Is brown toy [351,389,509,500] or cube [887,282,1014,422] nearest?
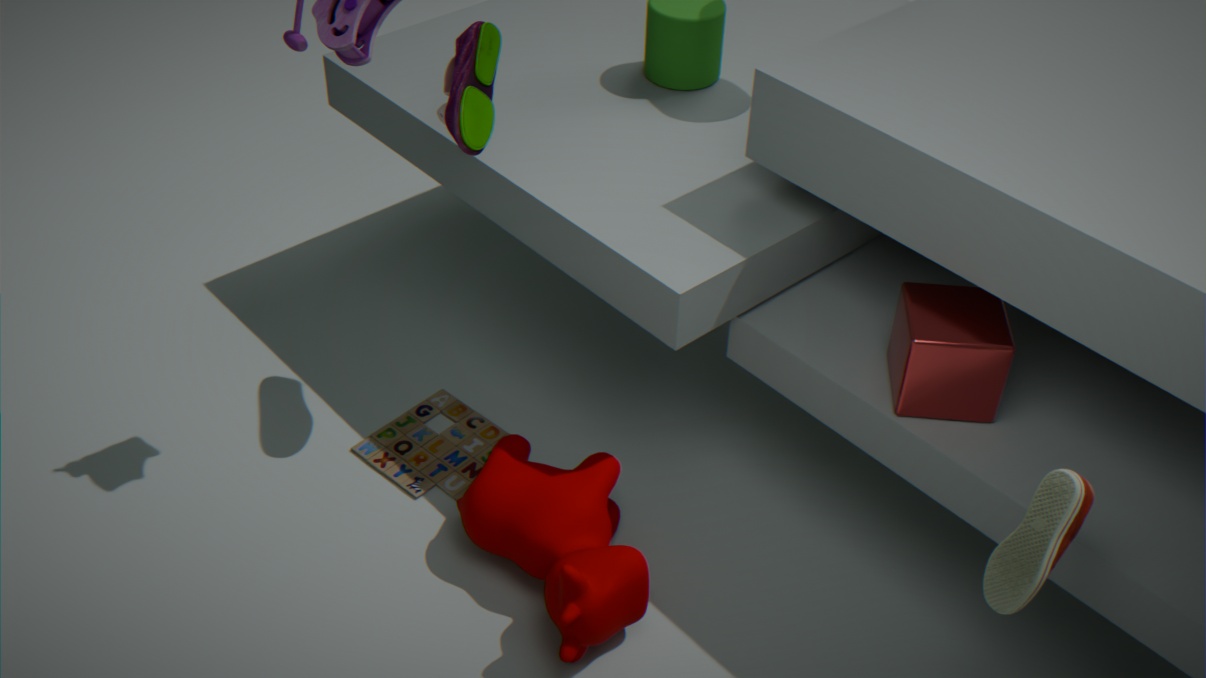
cube [887,282,1014,422]
